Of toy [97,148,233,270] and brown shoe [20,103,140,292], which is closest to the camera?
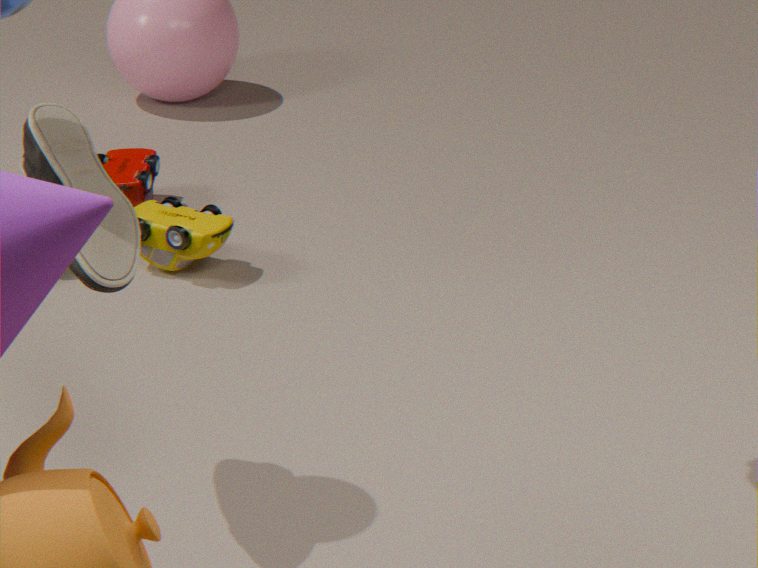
brown shoe [20,103,140,292]
